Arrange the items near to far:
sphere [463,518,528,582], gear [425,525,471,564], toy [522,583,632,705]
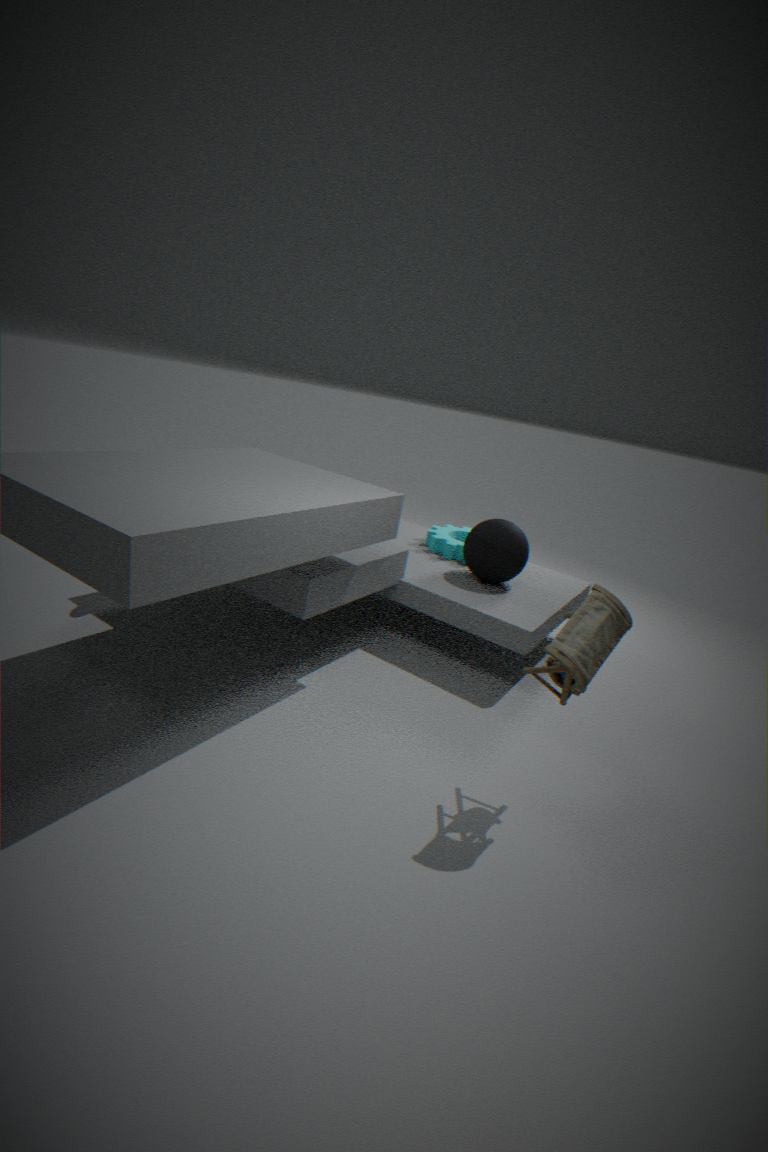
toy [522,583,632,705]
sphere [463,518,528,582]
gear [425,525,471,564]
